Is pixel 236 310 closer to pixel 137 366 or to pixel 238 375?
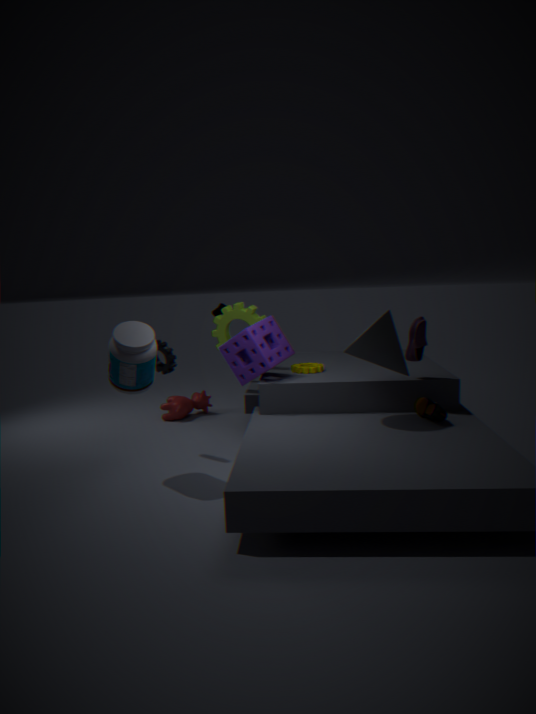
pixel 238 375
